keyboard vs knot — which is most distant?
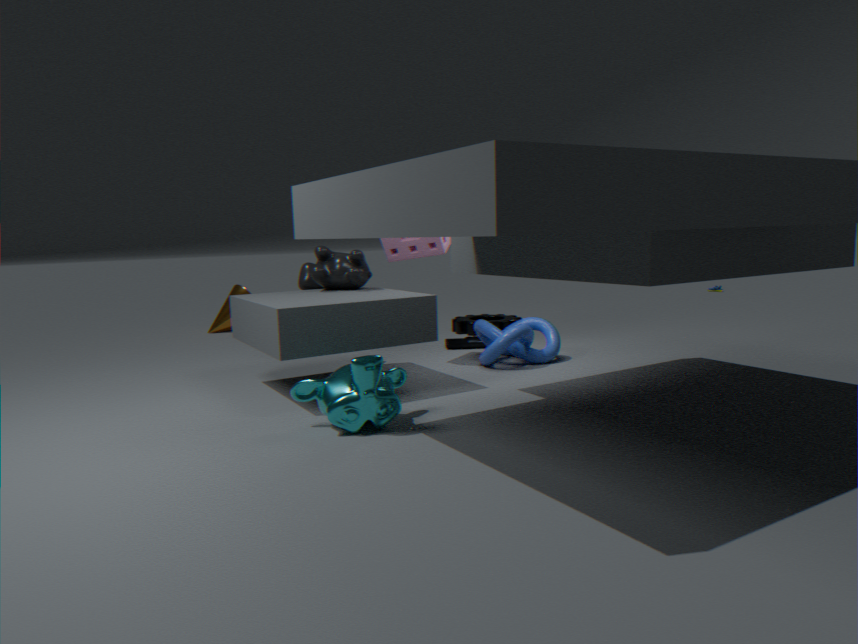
keyboard
